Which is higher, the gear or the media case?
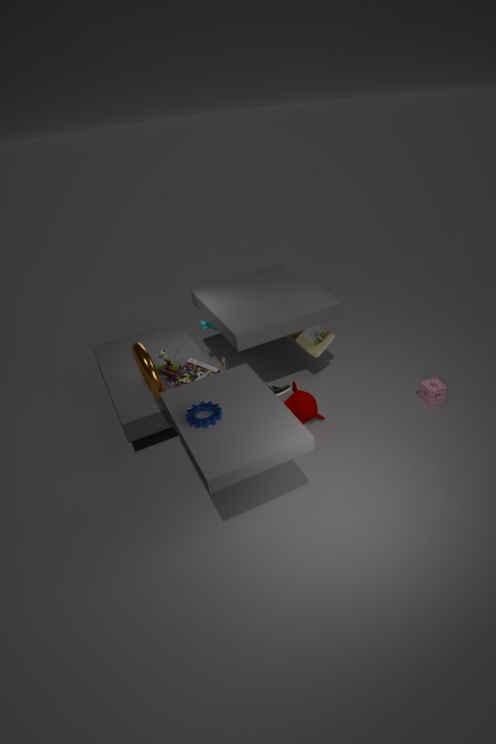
the gear
